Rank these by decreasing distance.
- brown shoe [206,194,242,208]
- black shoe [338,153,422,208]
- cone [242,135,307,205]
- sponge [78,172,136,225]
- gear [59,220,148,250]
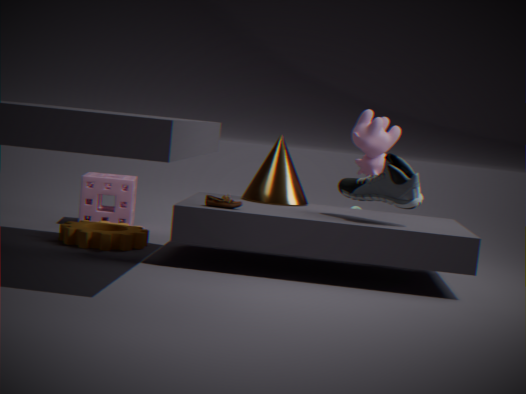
sponge [78,172,136,225], cone [242,135,307,205], gear [59,220,148,250], brown shoe [206,194,242,208], black shoe [338,153,422,208]
